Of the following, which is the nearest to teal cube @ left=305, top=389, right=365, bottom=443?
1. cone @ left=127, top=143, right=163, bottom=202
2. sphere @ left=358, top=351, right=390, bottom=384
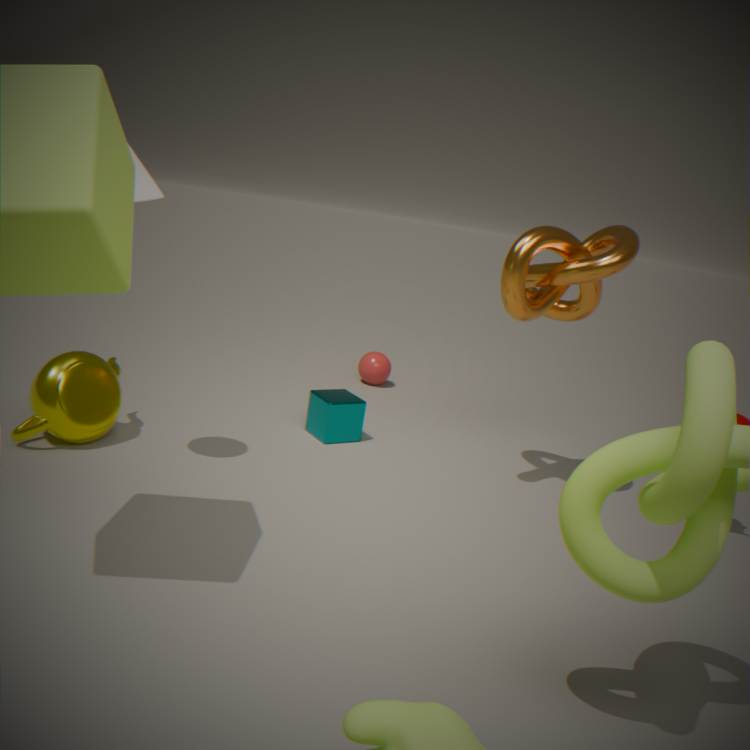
sphere @ left=358, top=351, right=390, bottom=384
